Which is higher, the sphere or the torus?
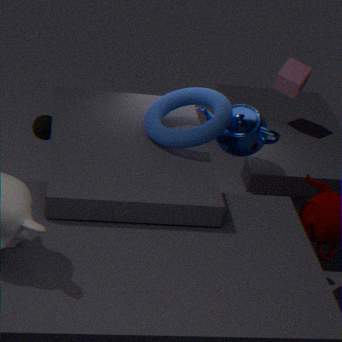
the torus
